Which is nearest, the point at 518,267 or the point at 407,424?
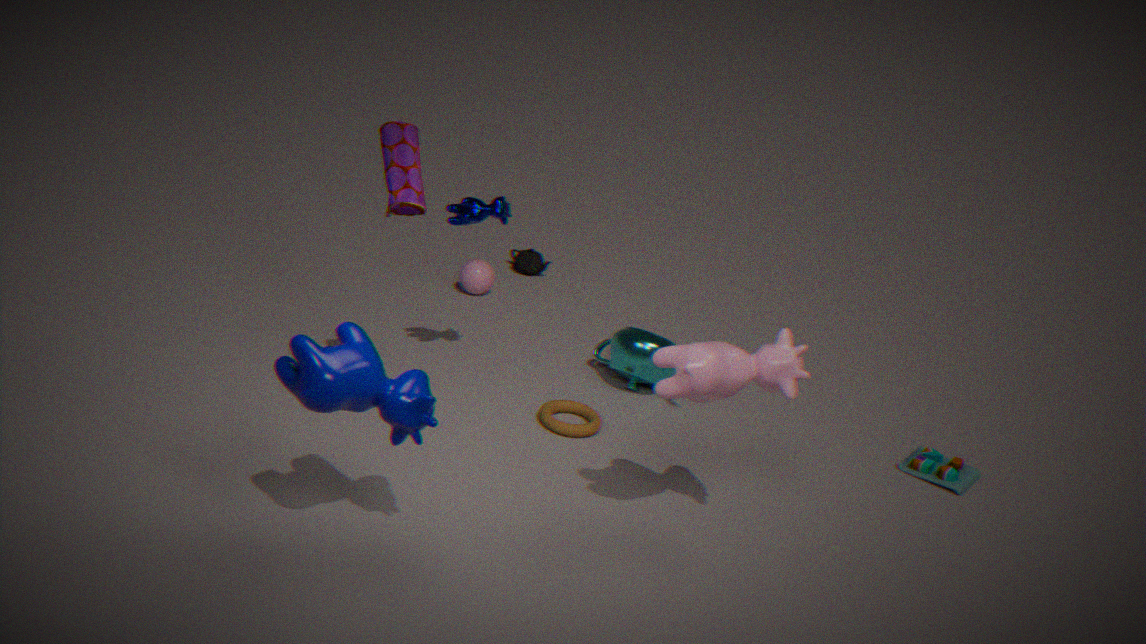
the point at 407,424
